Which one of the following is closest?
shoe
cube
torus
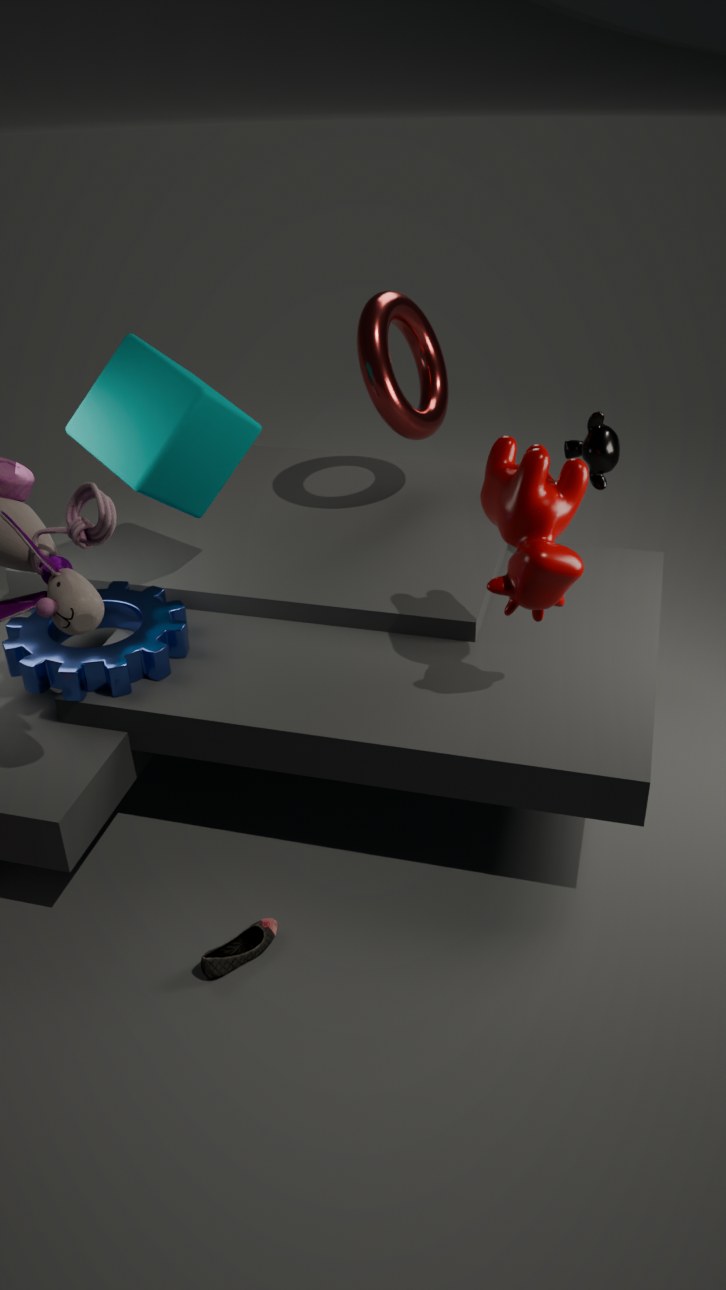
shoe
